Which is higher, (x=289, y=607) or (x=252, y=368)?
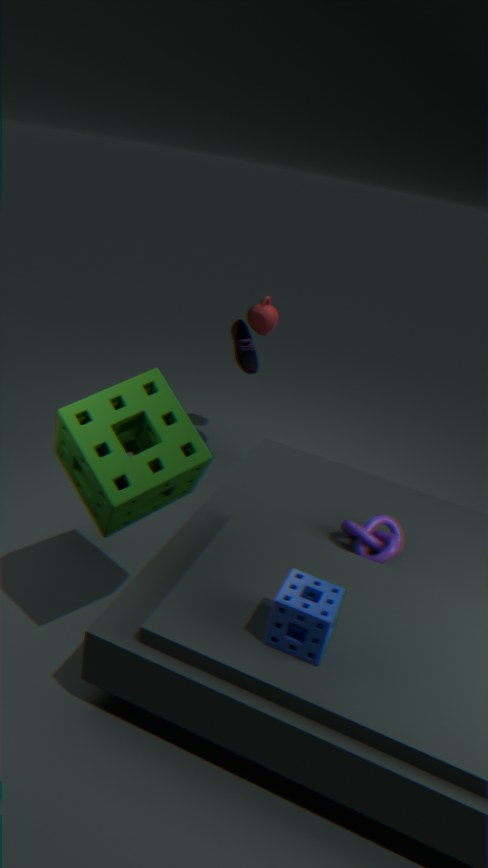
(x=252, y=368)
